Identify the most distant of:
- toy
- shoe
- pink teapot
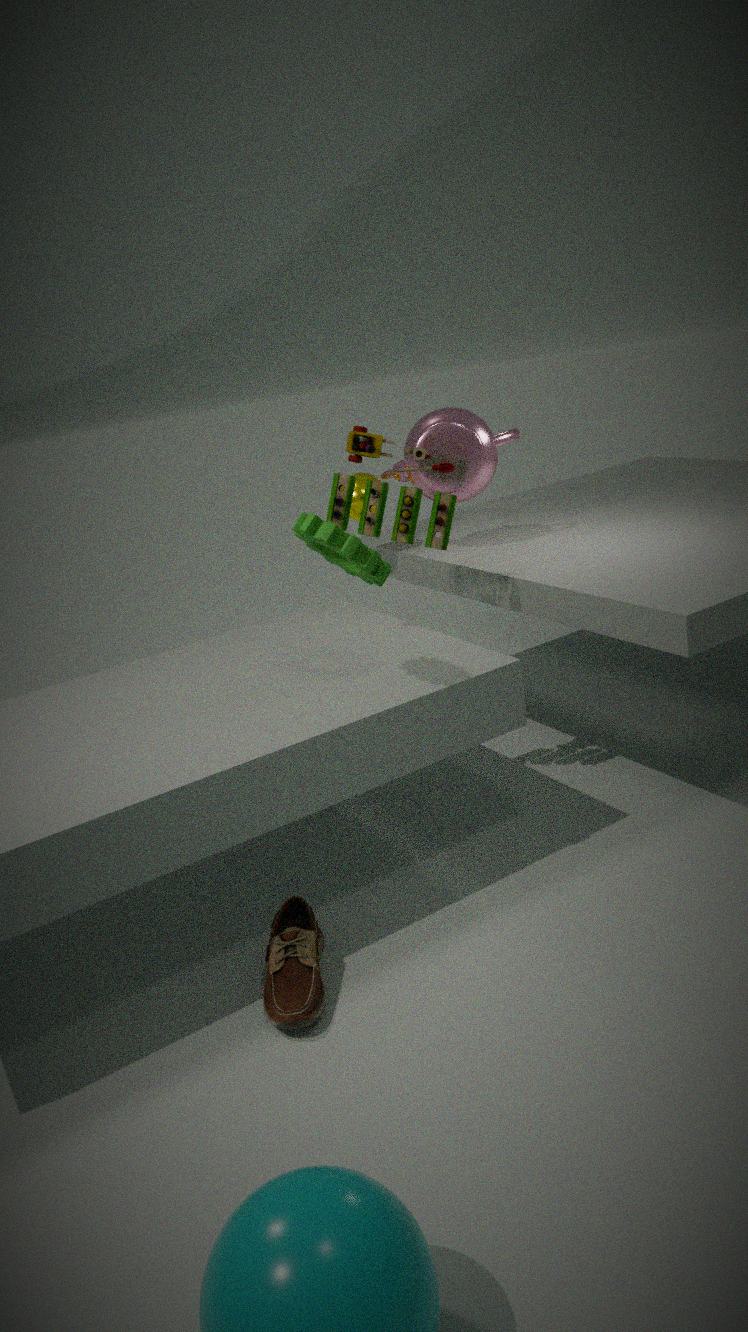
pink teapot
